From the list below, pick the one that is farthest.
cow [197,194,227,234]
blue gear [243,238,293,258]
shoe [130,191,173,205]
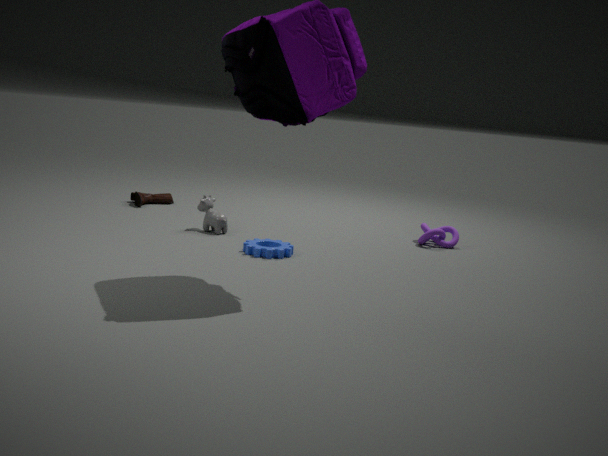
shoe [130,191,173,205]
